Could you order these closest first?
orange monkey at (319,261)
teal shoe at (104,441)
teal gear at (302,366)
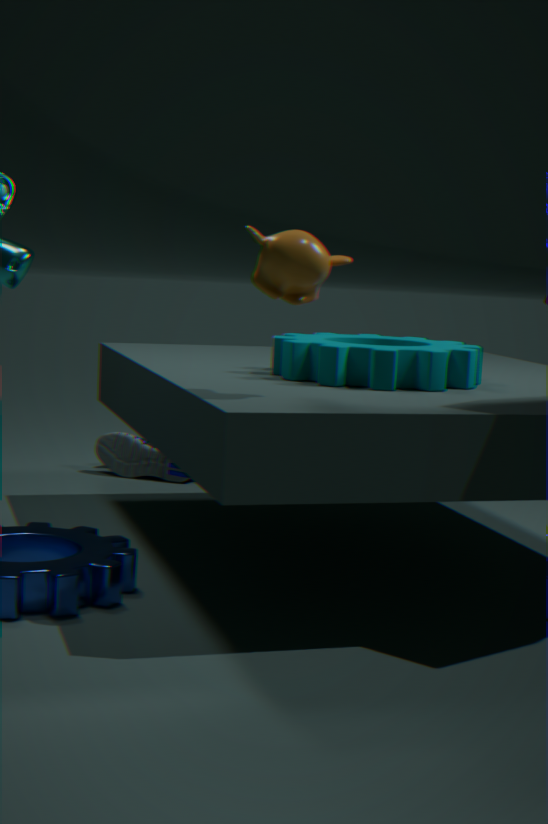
1. orange monkey at (319,261)
2. teal gear at (302,366)
3. teal shoe at (104,441)
